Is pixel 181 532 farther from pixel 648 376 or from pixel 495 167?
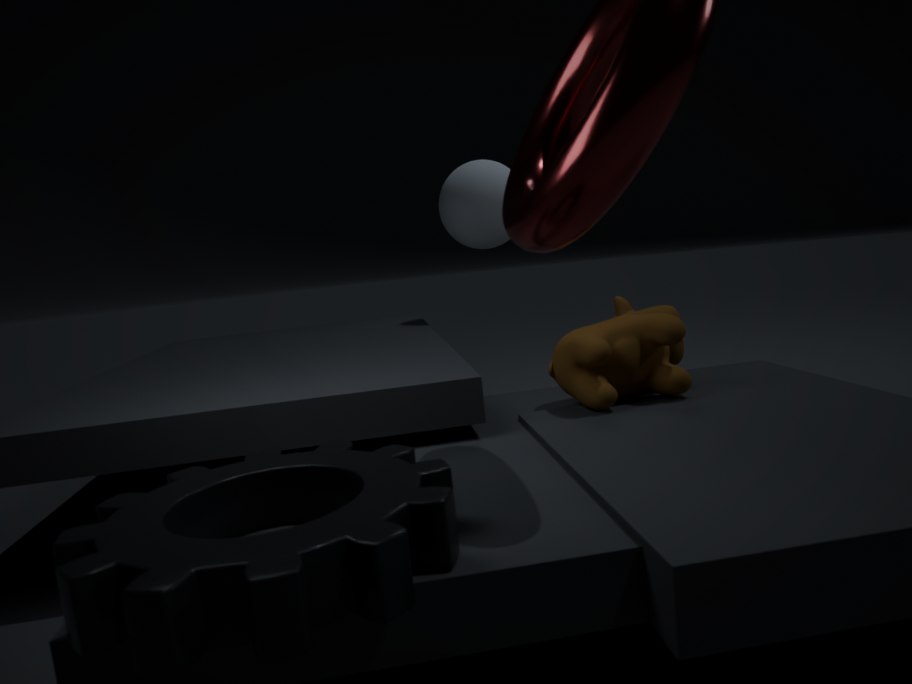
pixel 495 167
